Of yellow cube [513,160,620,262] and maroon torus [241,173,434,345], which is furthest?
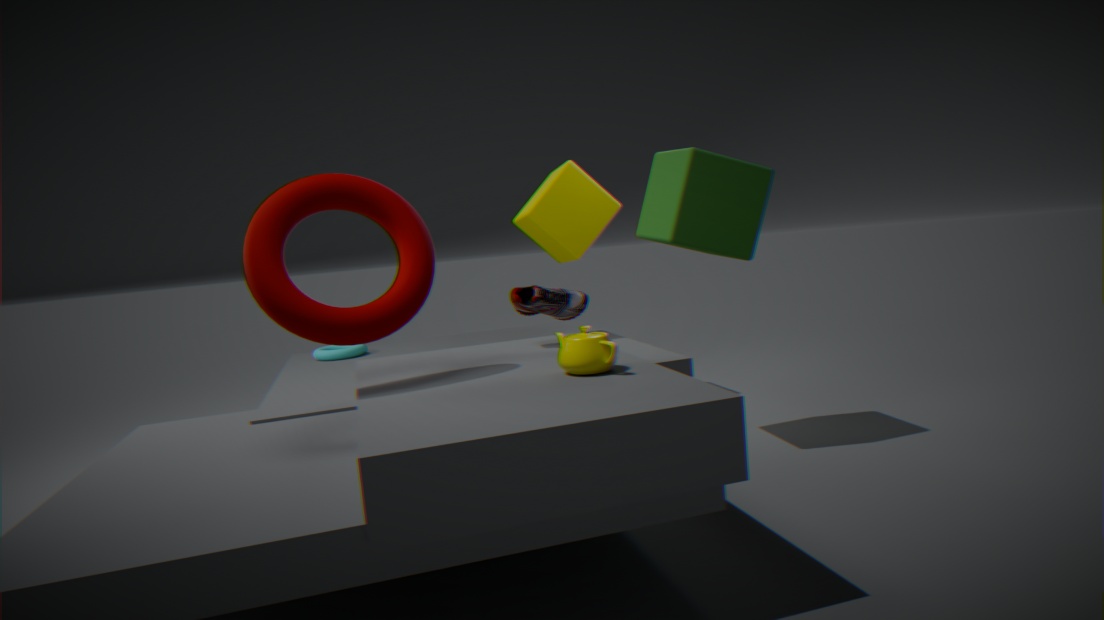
yellow cube [513,160,620,262]
